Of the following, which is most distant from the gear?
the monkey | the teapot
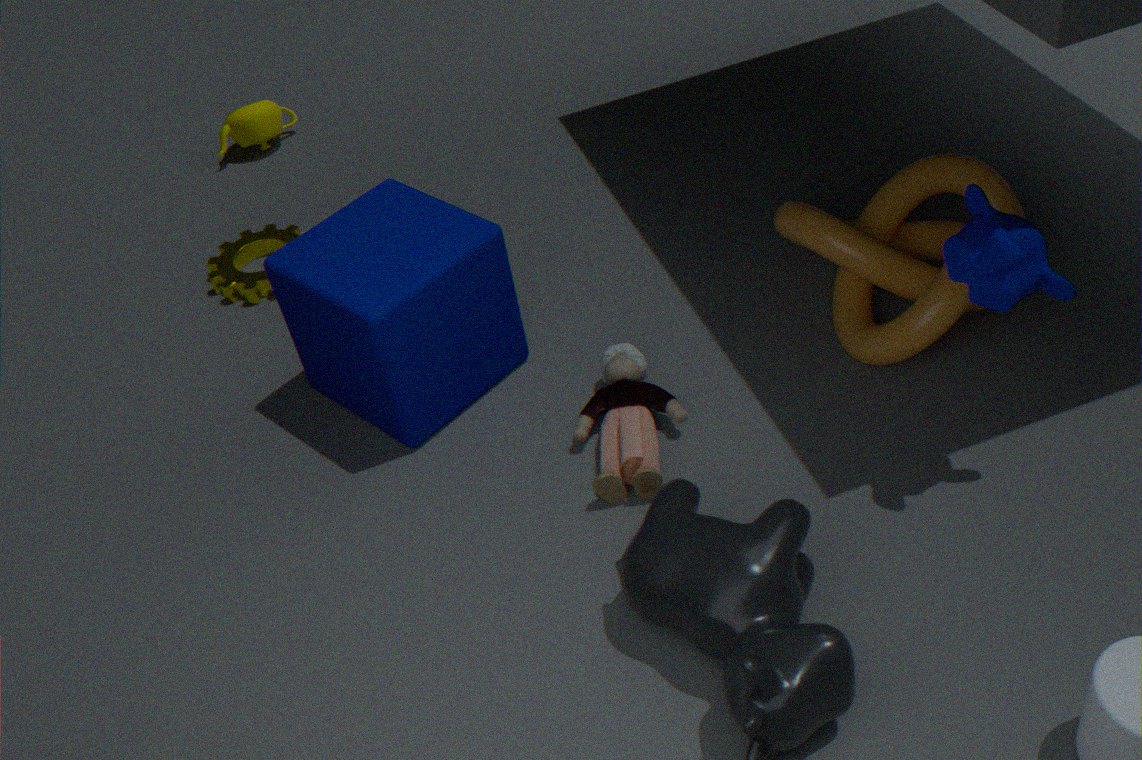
the monkey
